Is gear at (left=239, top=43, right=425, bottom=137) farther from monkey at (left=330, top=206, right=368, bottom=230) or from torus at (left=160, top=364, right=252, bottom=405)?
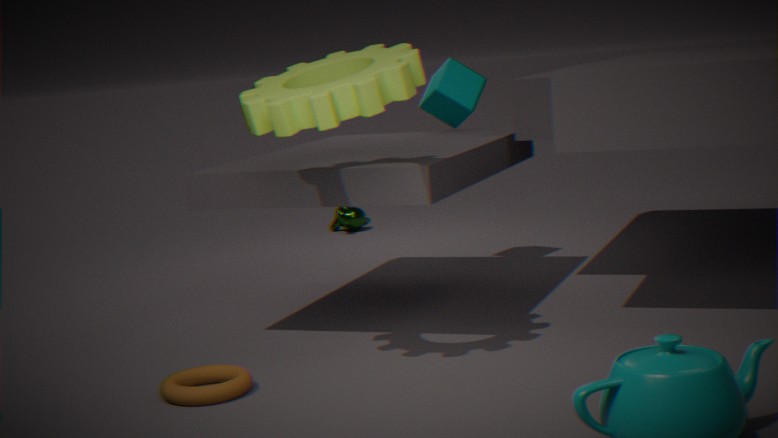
monkey at (left=330, top=206, right=368, bottom=230)
